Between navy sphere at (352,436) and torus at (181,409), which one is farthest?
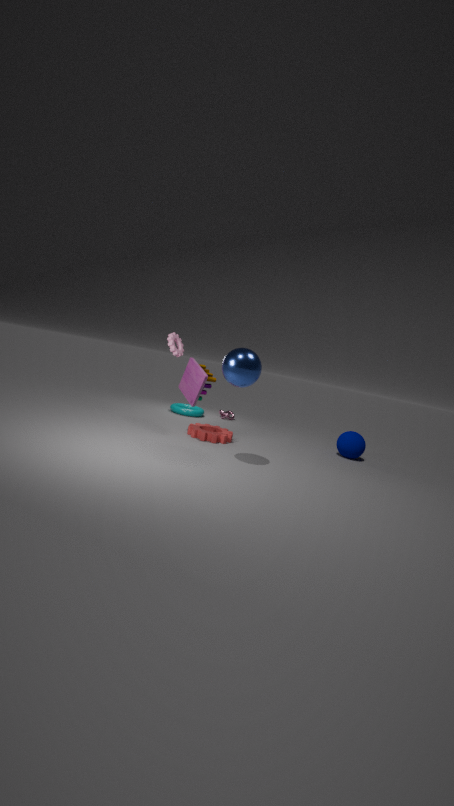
torus at (181,409)
